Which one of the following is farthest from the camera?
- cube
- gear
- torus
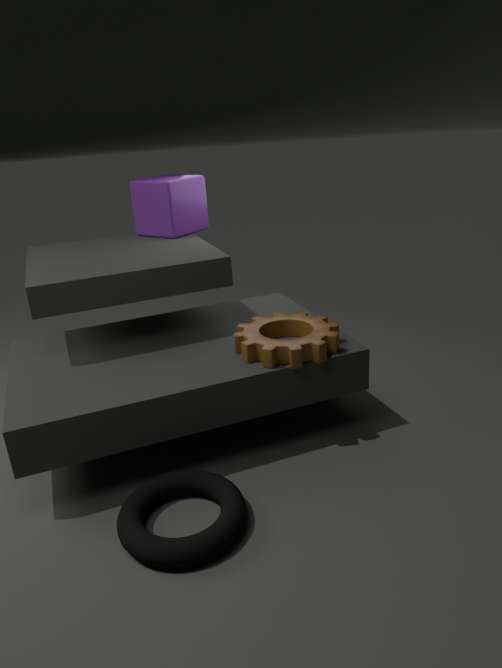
cube
